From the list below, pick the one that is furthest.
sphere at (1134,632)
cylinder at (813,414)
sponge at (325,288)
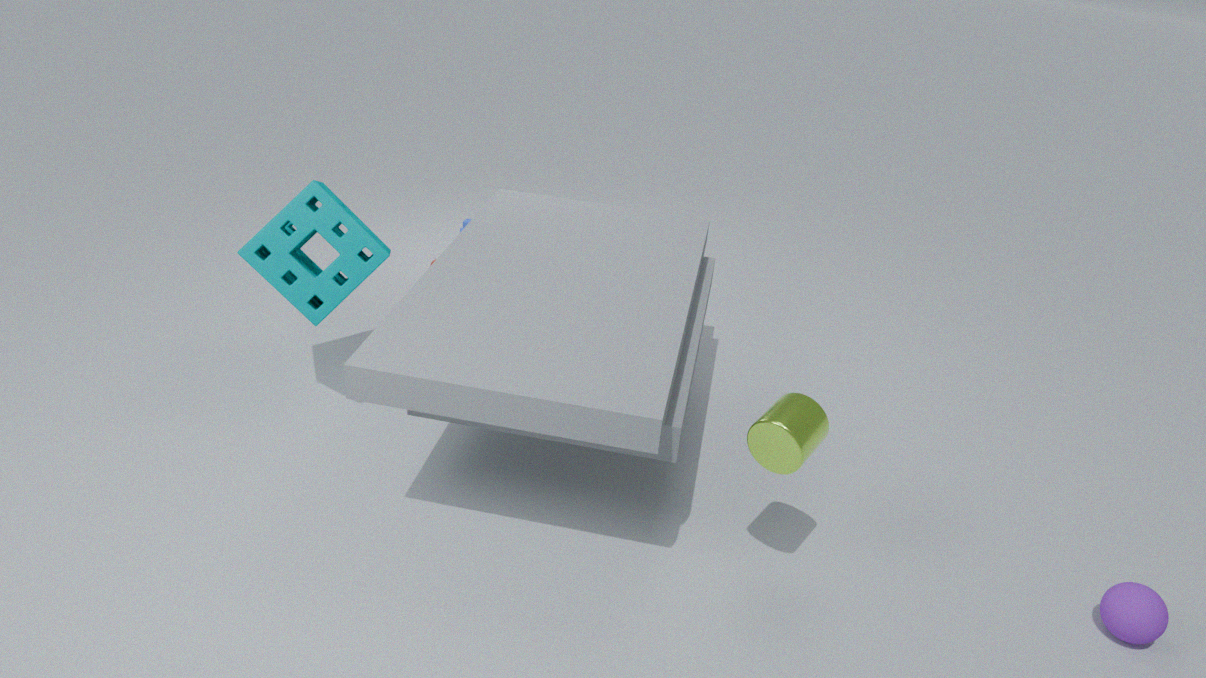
sponge at (325,288)
